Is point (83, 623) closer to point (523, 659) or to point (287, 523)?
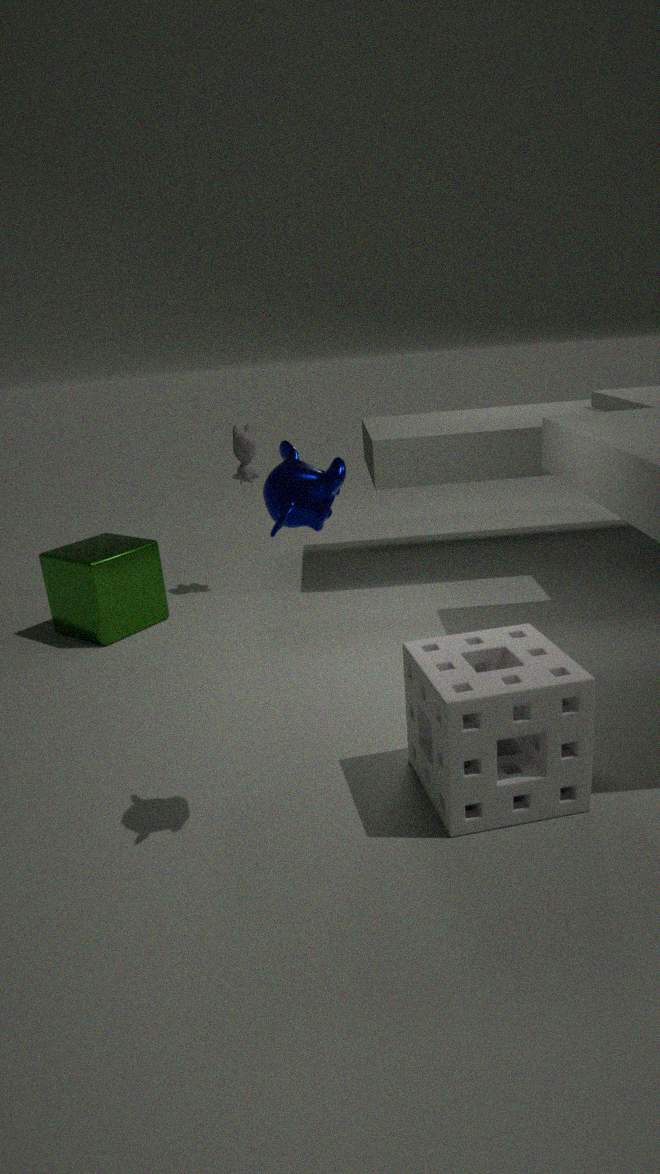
point (287, 523)
